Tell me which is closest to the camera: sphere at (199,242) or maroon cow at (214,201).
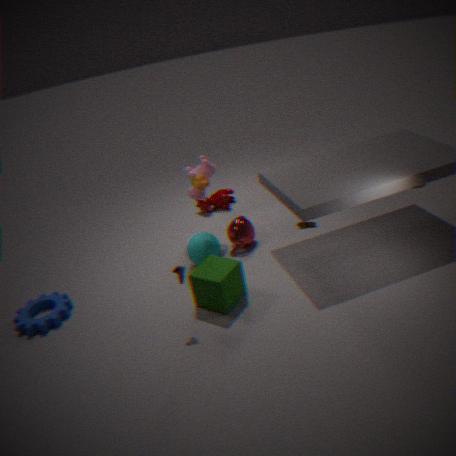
sphere at (199,242)
